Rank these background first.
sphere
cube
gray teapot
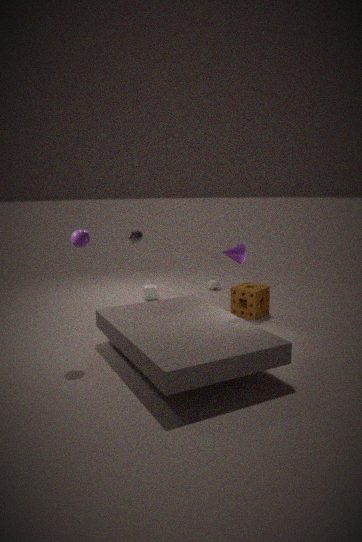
cube, gray teapot, sphere
